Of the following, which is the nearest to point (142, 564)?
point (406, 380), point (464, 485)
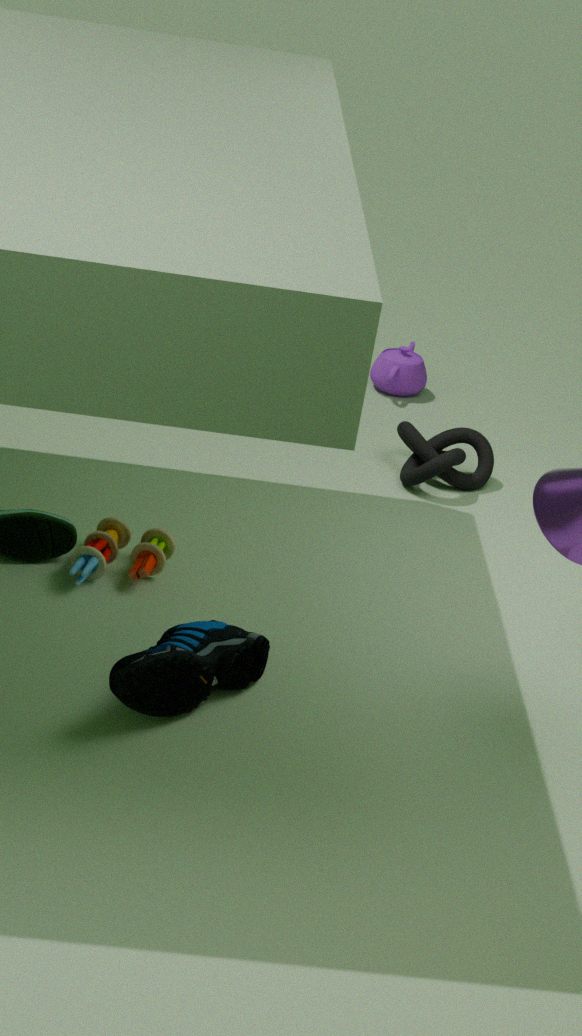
point (464, 485)
